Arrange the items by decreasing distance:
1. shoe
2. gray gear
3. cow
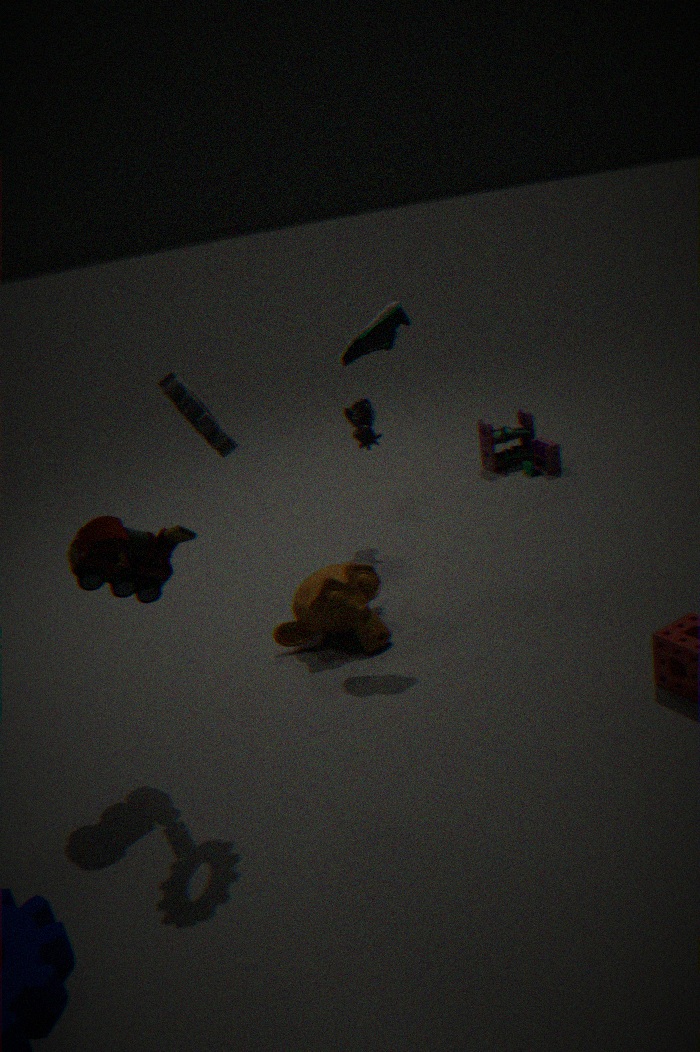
cow → shoe → gray gear
